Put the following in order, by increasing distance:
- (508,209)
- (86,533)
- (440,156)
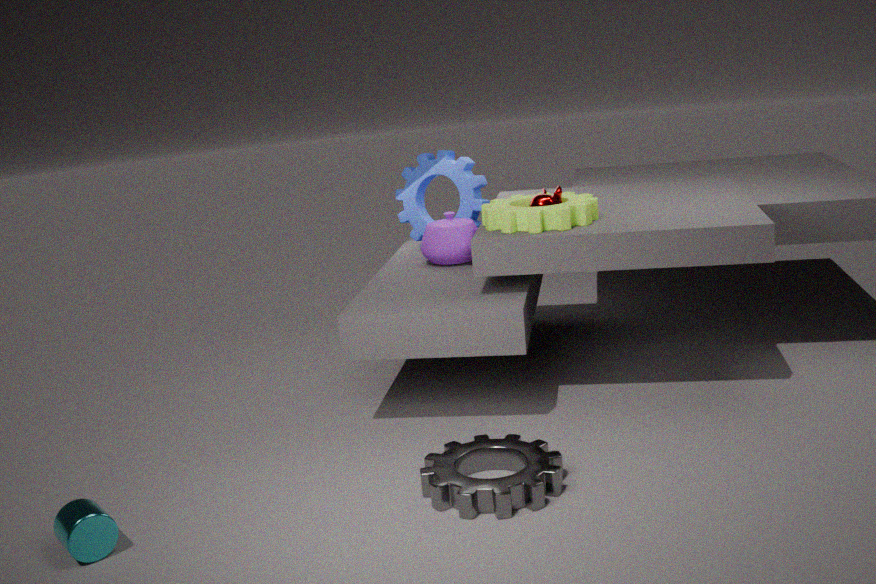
(86,533) → (508,209) → (440,156)
